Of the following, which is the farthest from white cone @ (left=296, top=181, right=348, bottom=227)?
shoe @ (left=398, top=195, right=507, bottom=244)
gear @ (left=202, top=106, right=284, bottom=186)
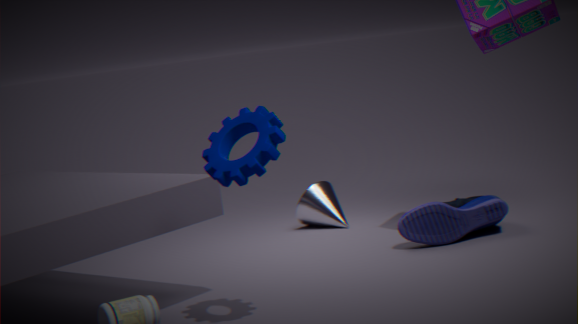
gear @ (left=202, top=106, right=284, bottom=186)
